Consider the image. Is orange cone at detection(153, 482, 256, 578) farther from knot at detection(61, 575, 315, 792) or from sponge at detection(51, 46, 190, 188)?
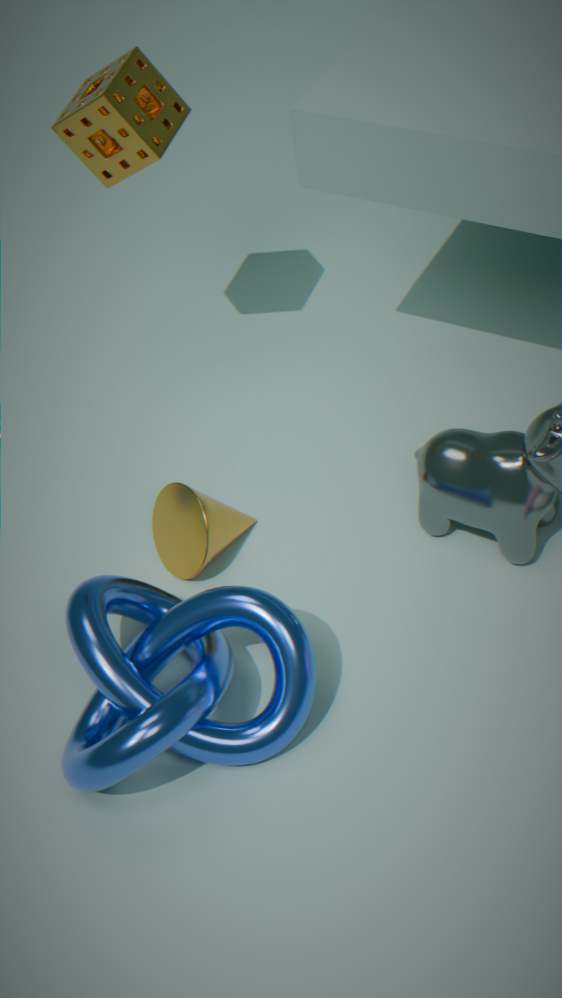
sponge at detection(51, 46, 190, 188)
